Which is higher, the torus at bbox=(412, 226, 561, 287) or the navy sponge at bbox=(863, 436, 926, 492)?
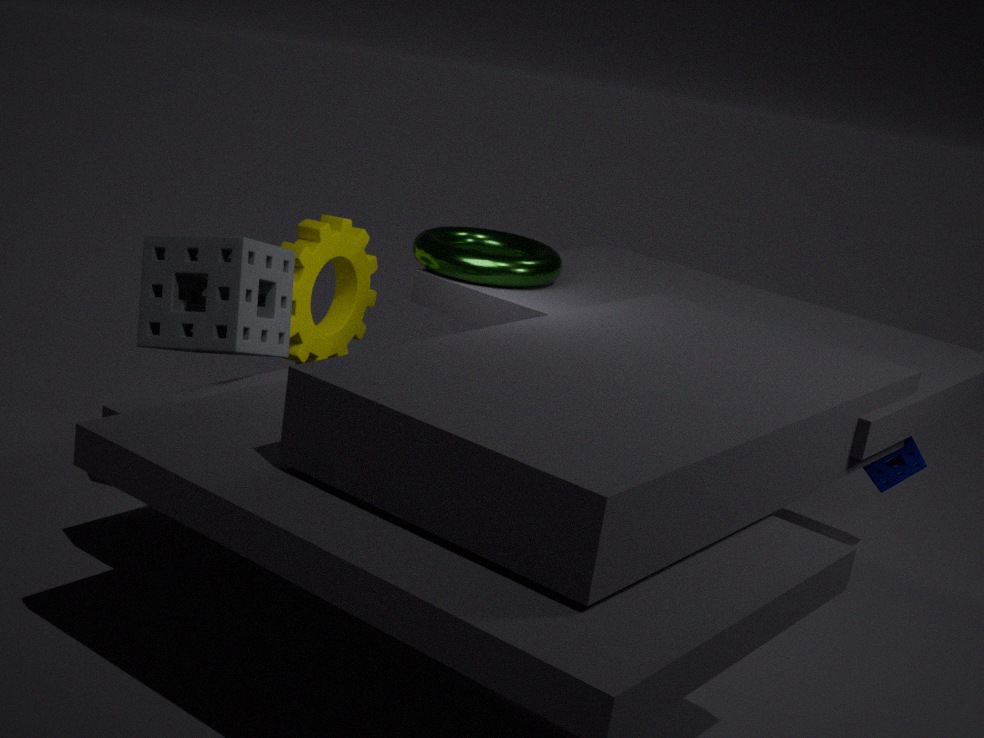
the torus at bbox=(412, 226, 561, 287)
